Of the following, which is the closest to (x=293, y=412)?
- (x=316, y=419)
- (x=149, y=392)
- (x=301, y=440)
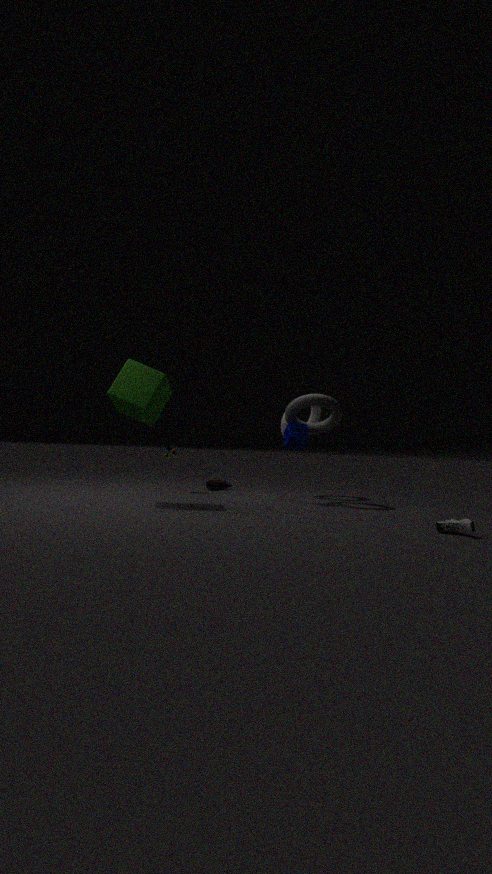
(x=301, y=440)
